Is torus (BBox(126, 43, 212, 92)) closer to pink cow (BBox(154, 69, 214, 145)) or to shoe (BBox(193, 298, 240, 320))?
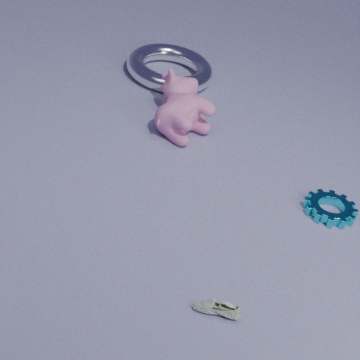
pink cow (BBox(154, 69, 214, 145))
